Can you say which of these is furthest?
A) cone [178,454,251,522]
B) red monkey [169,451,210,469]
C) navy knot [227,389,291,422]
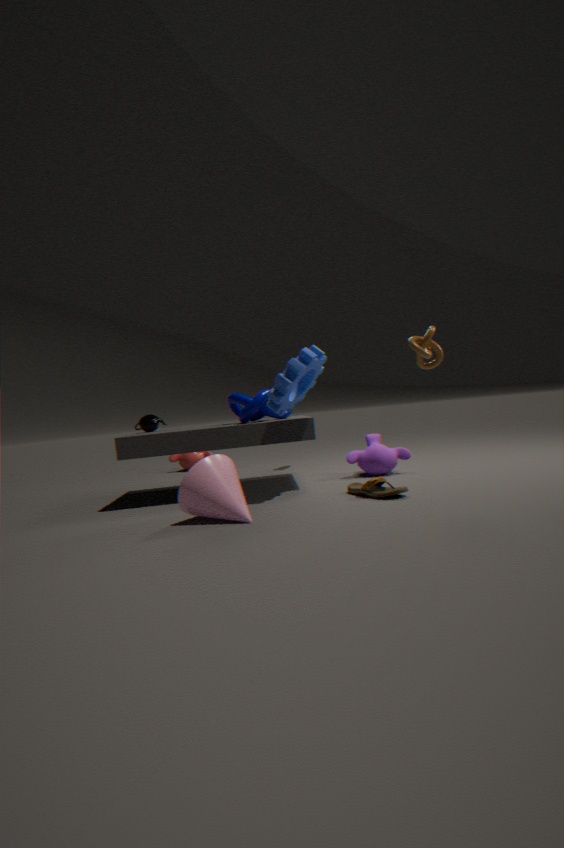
red monkey [169,451,210,469]
